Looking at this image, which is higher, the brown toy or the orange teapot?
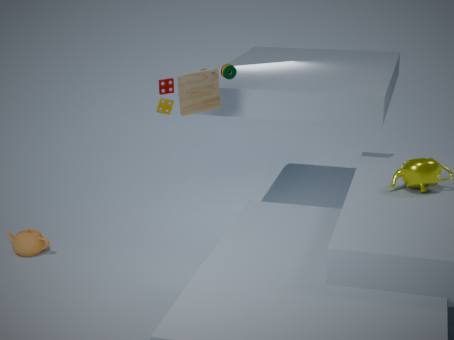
the brown toy
